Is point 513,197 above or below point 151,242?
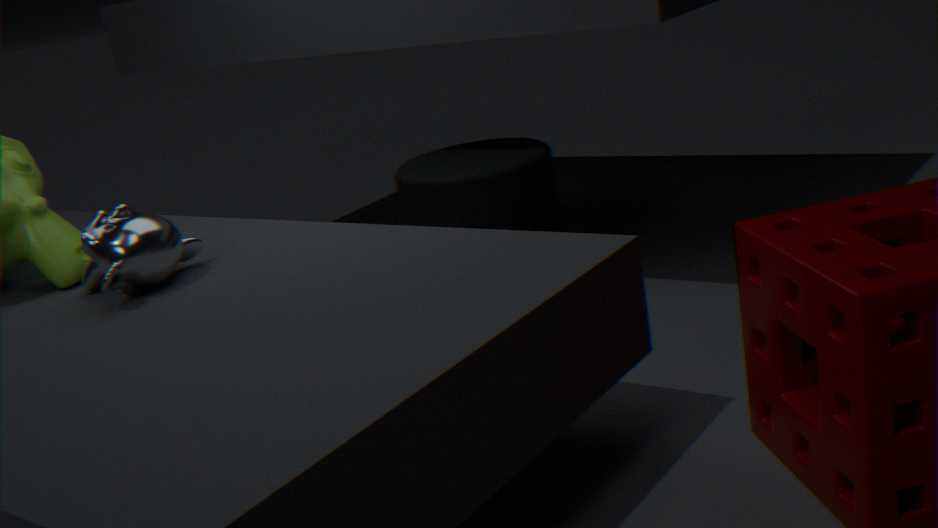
below
